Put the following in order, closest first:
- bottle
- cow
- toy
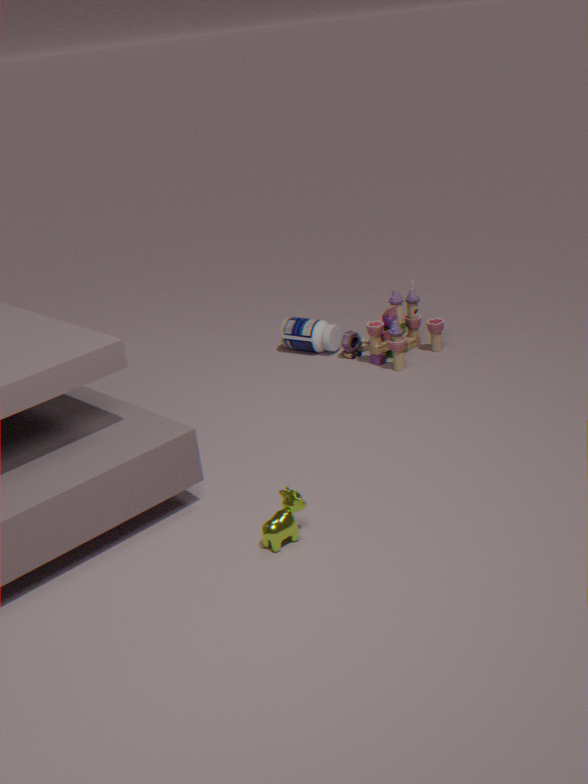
cow → toy → bottle
